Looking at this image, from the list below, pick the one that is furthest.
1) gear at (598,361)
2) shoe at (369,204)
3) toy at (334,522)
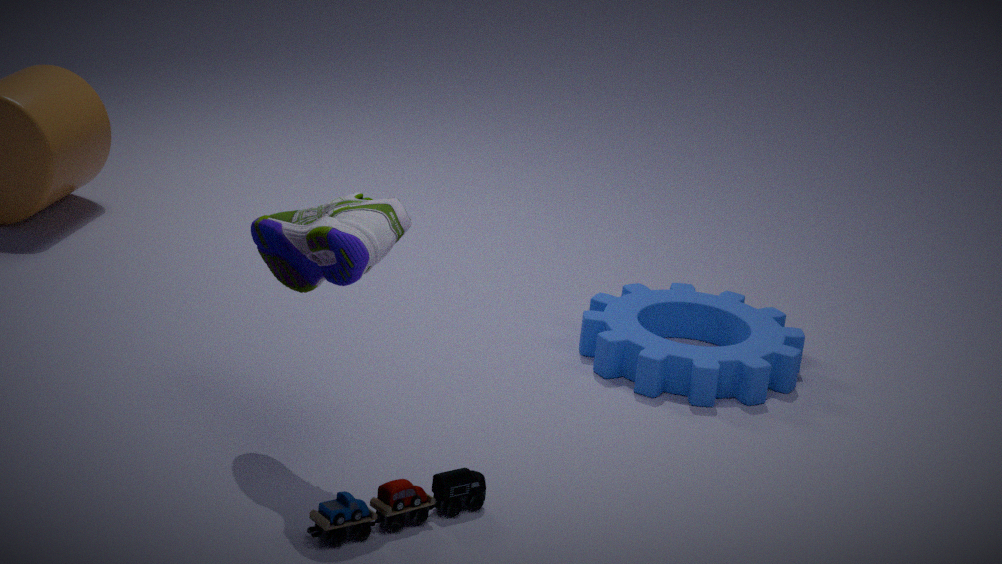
1. gear at (598,361)
